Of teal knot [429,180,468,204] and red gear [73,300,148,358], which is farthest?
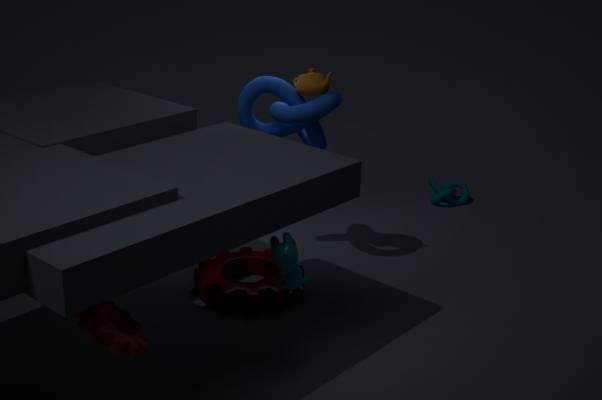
teal knot [429,180,468,204]
